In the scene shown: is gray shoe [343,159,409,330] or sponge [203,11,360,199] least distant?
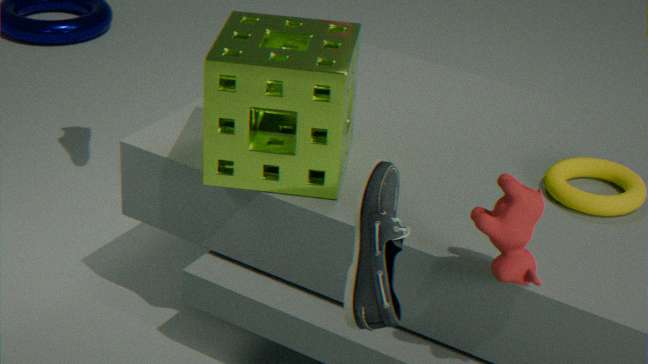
gray shoe [343,159,409,330]
